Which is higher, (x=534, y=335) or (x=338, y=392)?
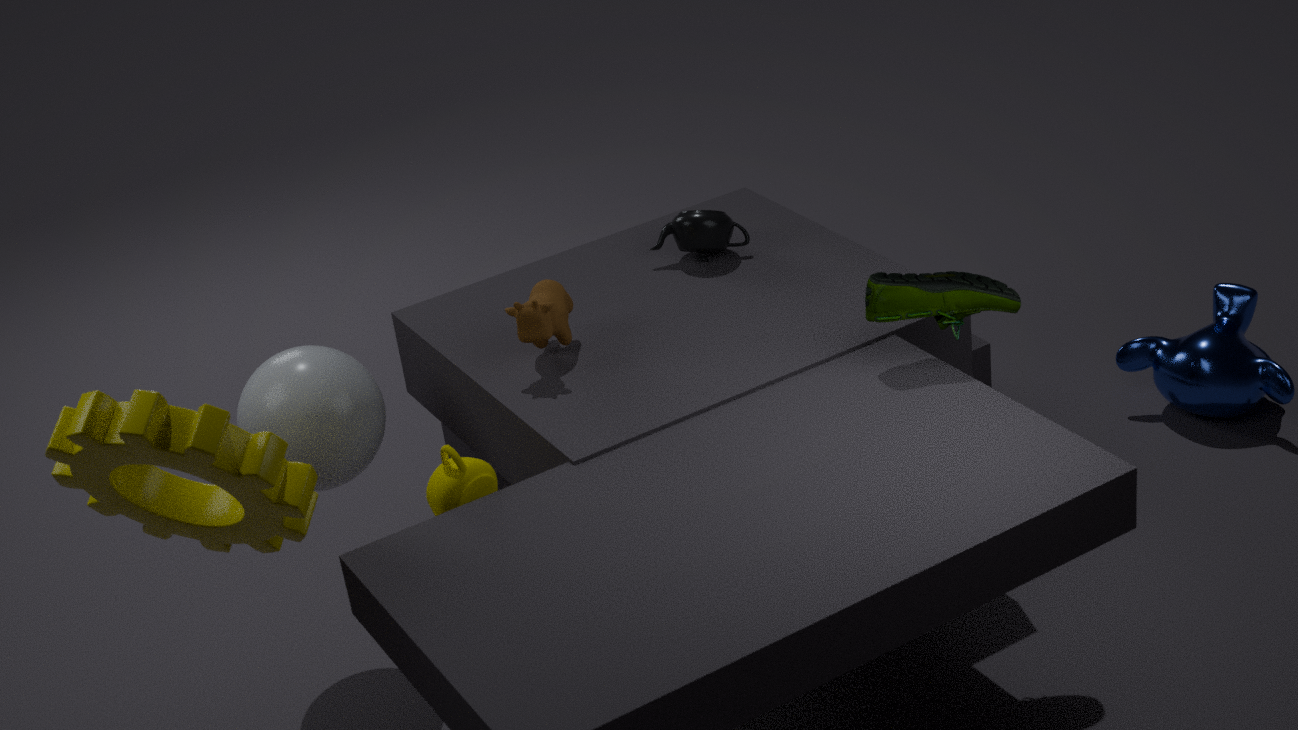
(x=534, y=335)
